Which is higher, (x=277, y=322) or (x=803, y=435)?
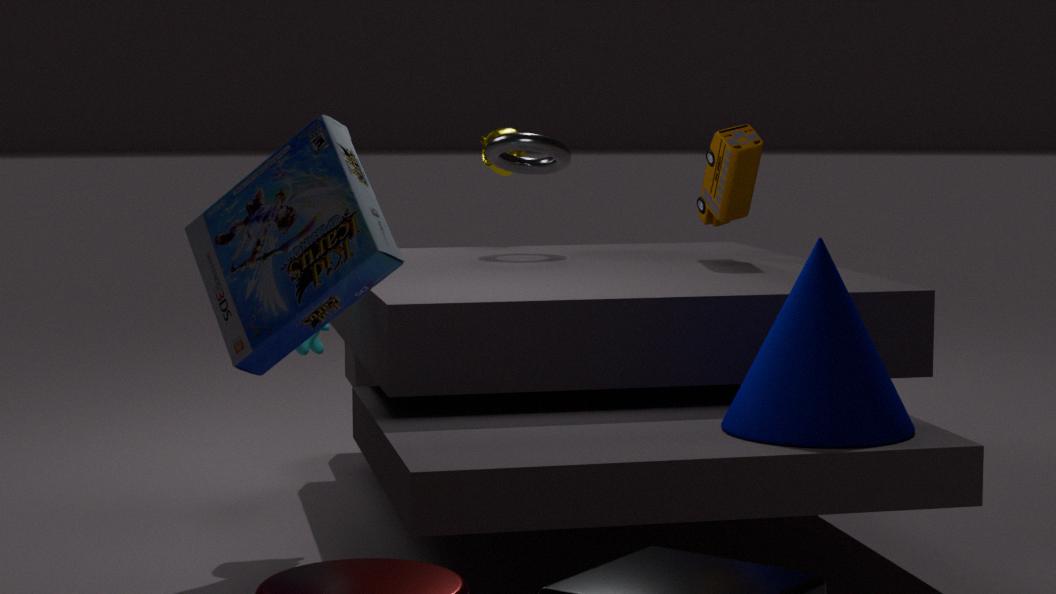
(x=277, y=322)
